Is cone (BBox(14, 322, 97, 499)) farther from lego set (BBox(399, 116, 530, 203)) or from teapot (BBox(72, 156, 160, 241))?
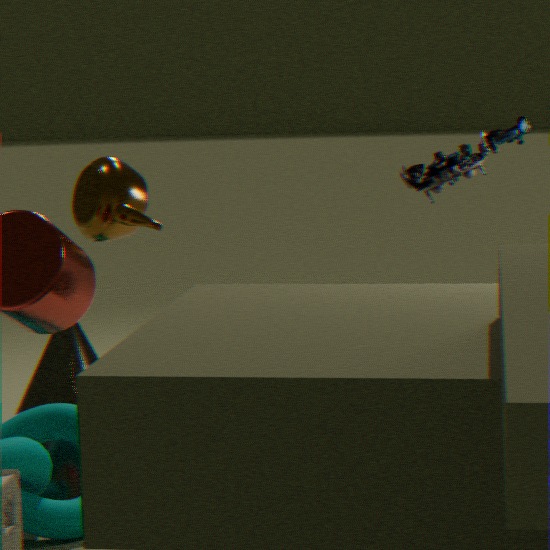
lego set (BBox(399, 116, 530, 203))
